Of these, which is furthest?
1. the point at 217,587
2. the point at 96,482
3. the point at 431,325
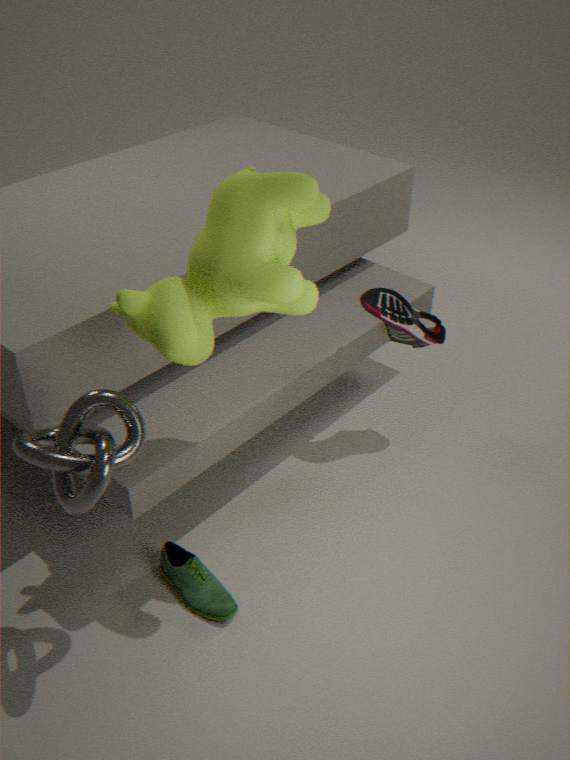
the point at 431,325
